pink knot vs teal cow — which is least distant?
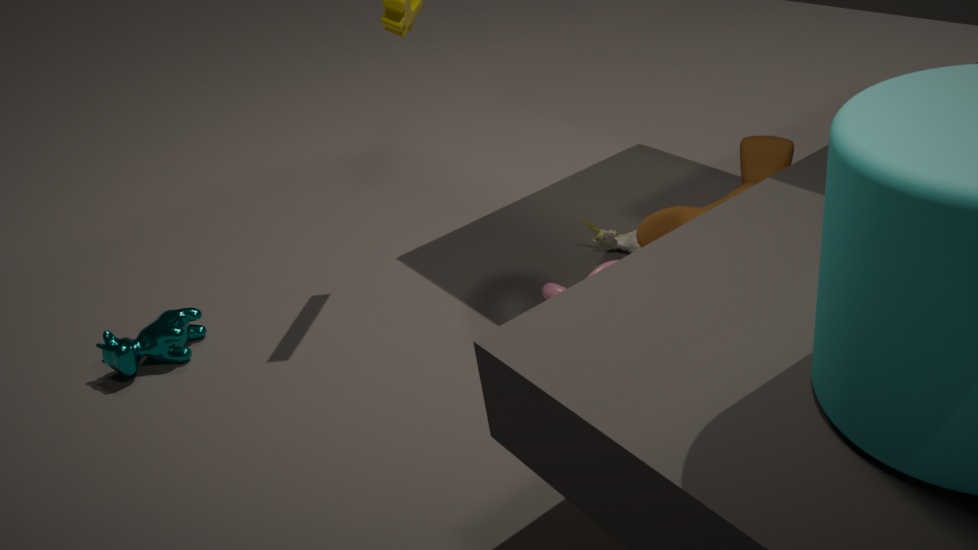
pink knot
